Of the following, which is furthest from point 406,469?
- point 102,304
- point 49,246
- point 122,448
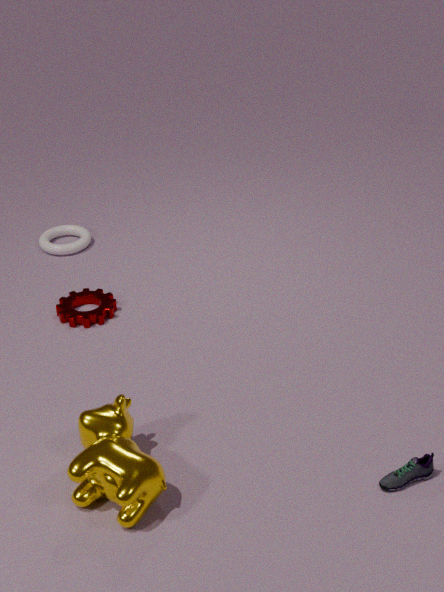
point 49,246
